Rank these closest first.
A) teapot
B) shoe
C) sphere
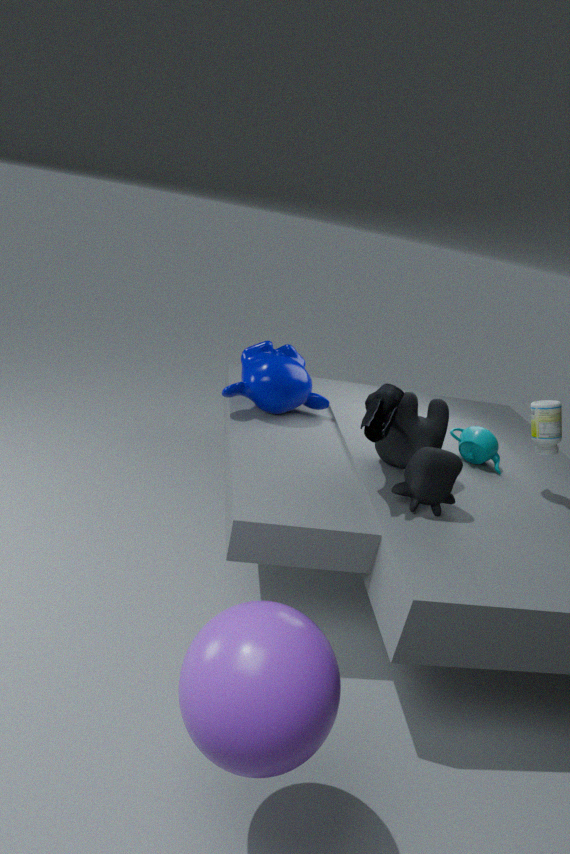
sphere < shoe < teapot
